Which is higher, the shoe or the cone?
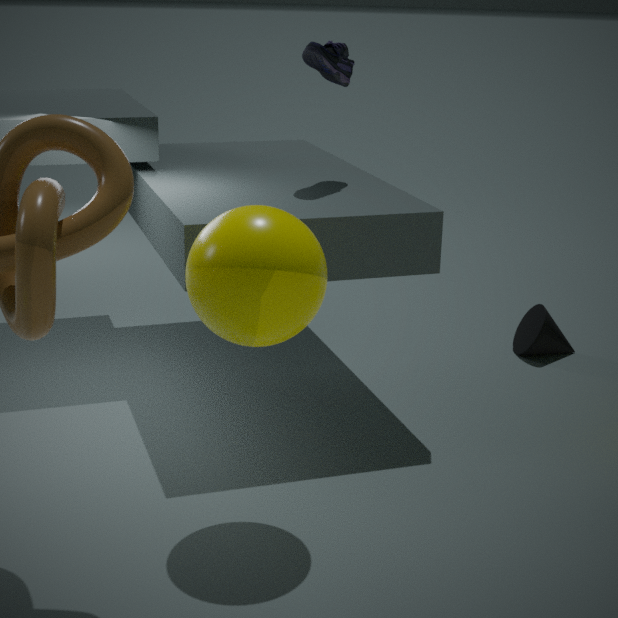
the shoe
